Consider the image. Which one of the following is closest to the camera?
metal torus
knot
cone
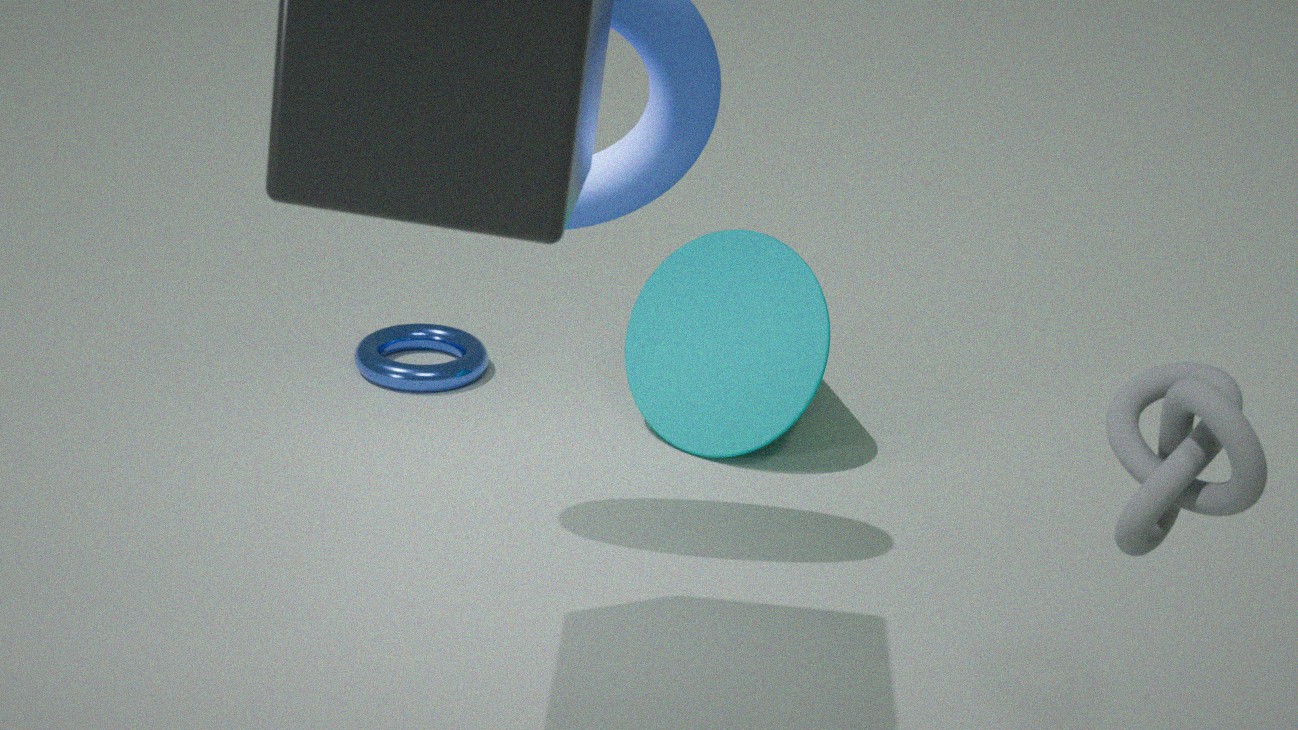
knot
